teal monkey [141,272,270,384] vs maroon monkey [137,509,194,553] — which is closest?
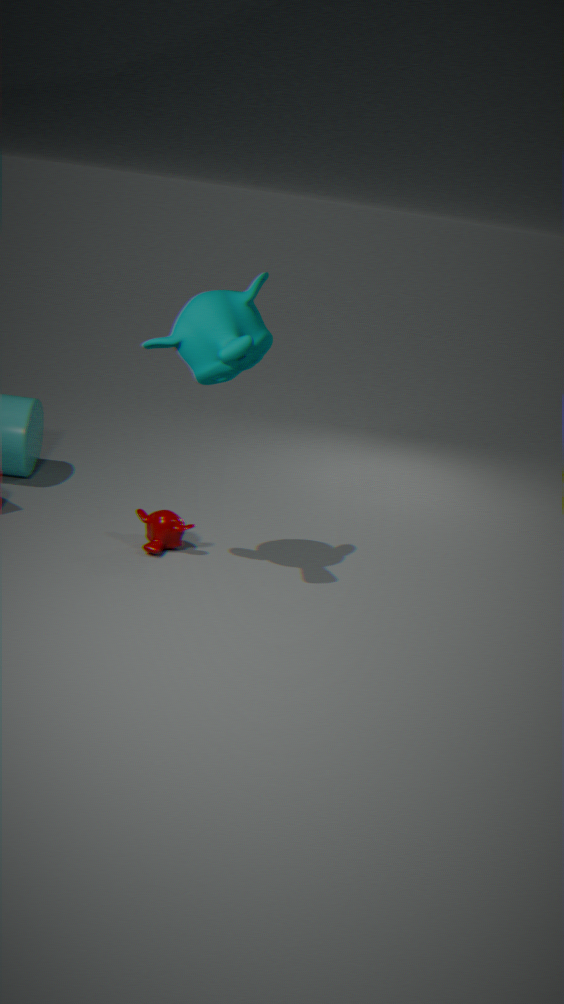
teal monkey [141,272,270,384]
